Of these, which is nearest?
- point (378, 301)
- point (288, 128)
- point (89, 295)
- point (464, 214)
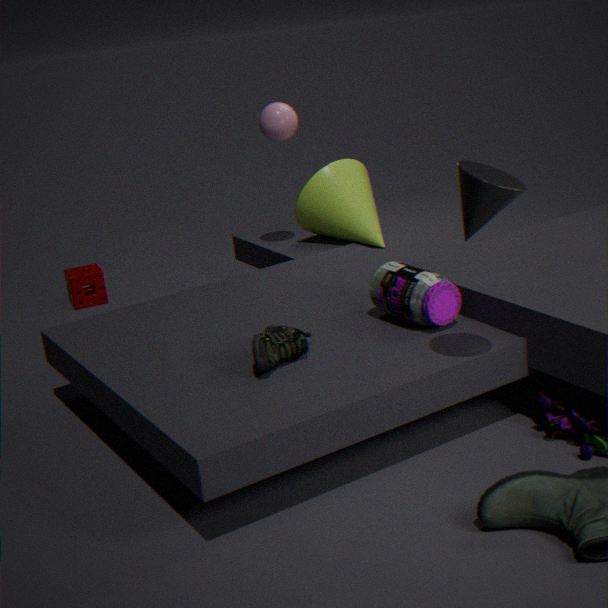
point (464, 214)
